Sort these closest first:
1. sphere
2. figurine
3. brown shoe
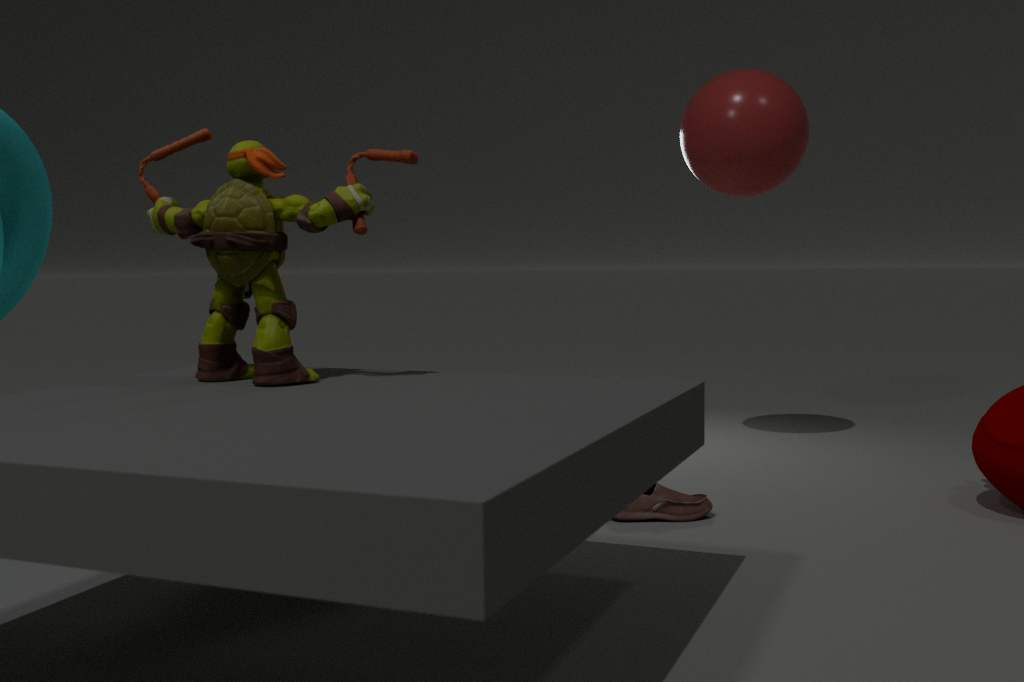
1. figurine
2. brown shoe
3. sphere
